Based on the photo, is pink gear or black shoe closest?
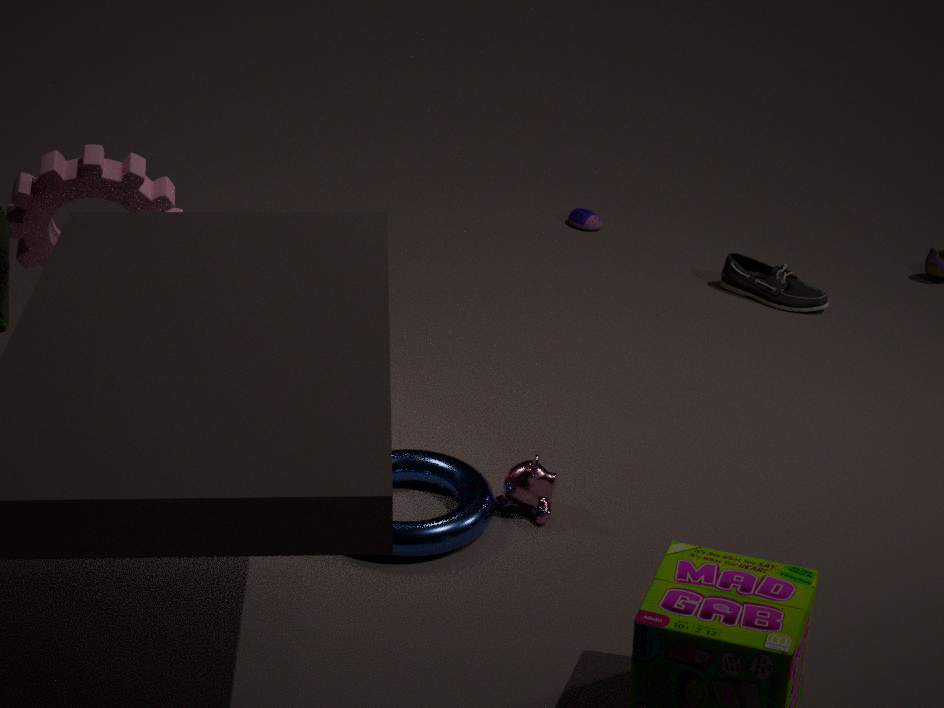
pink gear
